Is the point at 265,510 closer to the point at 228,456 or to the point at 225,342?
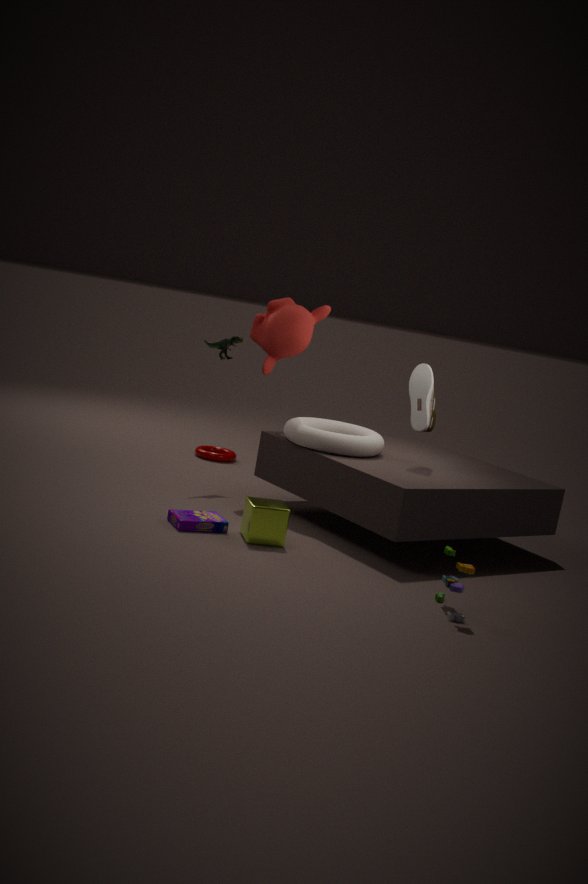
the point at 225,342
